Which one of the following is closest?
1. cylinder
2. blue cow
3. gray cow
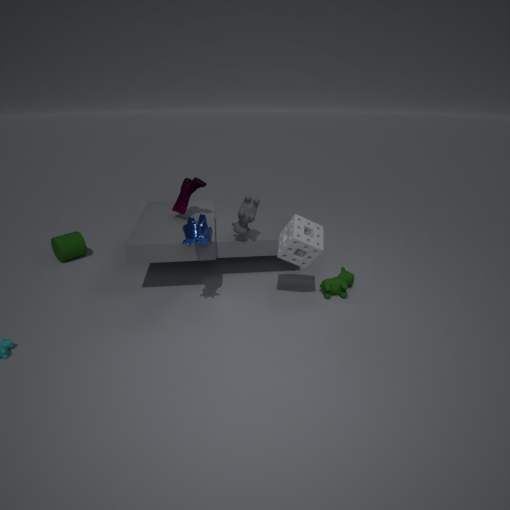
blue cow
